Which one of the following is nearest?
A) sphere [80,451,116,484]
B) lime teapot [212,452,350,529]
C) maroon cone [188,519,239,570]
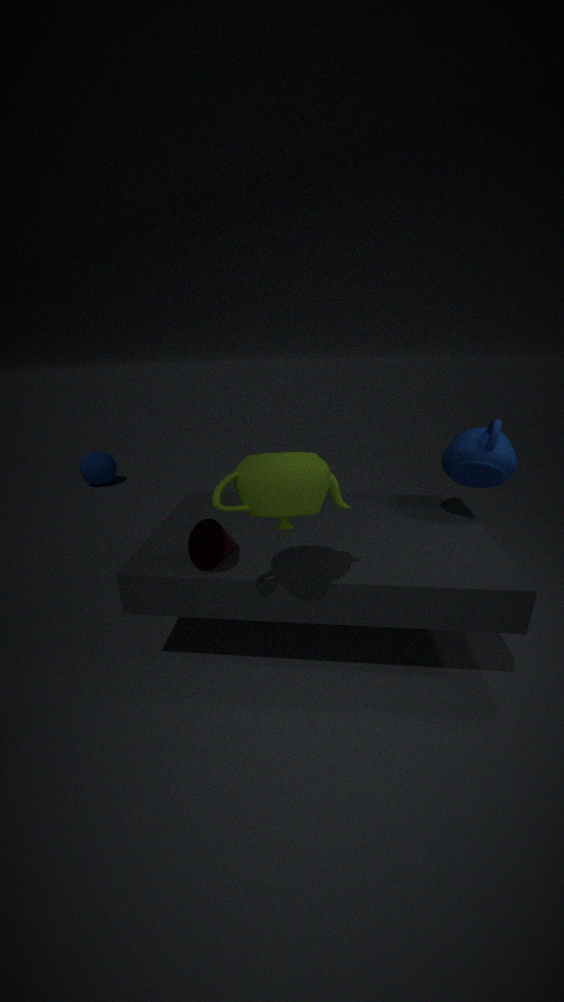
lime teapot [212,452,350,529]
